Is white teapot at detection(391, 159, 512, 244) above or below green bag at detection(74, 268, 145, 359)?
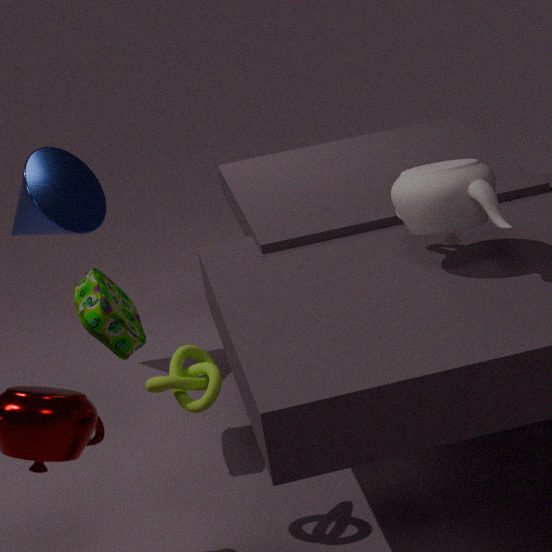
above
